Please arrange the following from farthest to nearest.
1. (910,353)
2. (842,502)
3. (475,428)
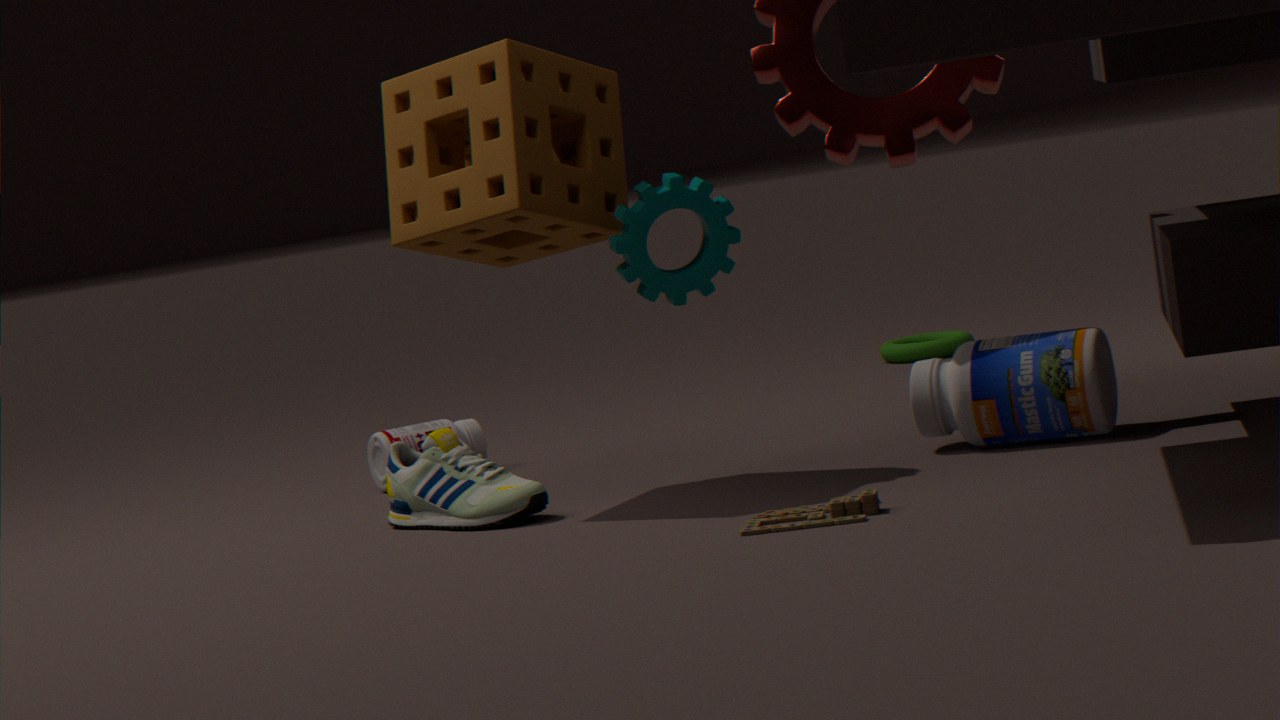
(910,353), (475,428), (842,502)
